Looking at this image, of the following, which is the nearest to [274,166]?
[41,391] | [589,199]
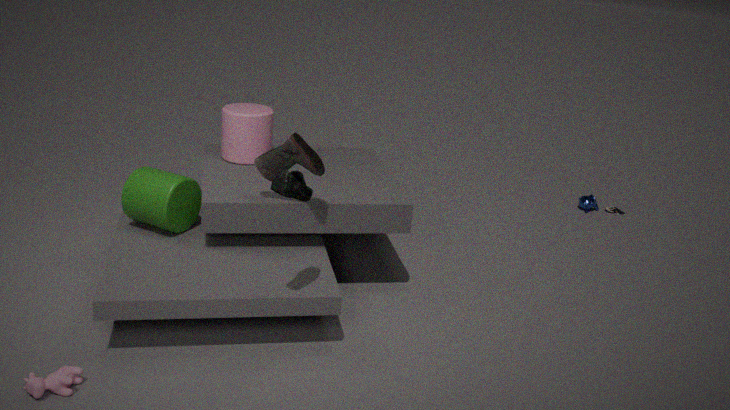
[41,391]
